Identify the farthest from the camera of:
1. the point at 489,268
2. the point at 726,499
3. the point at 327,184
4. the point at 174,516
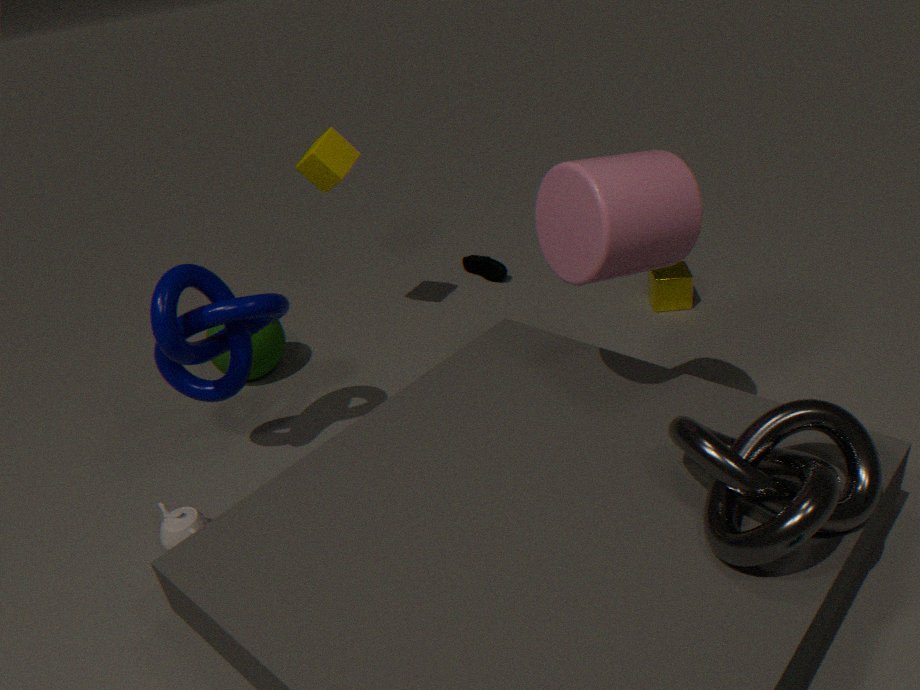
the point at 489,268
